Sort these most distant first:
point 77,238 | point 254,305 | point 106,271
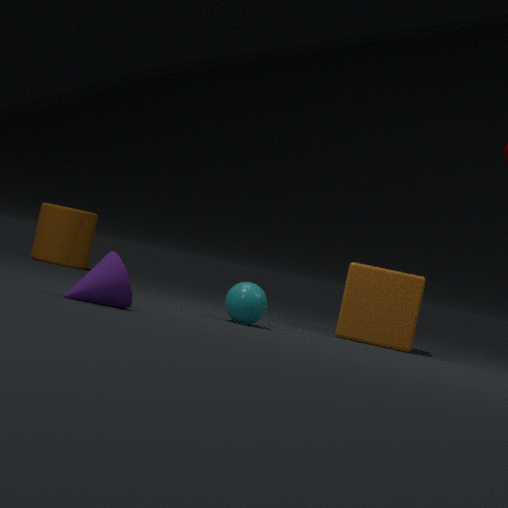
point 77,238
point 254,305
point 106,271
